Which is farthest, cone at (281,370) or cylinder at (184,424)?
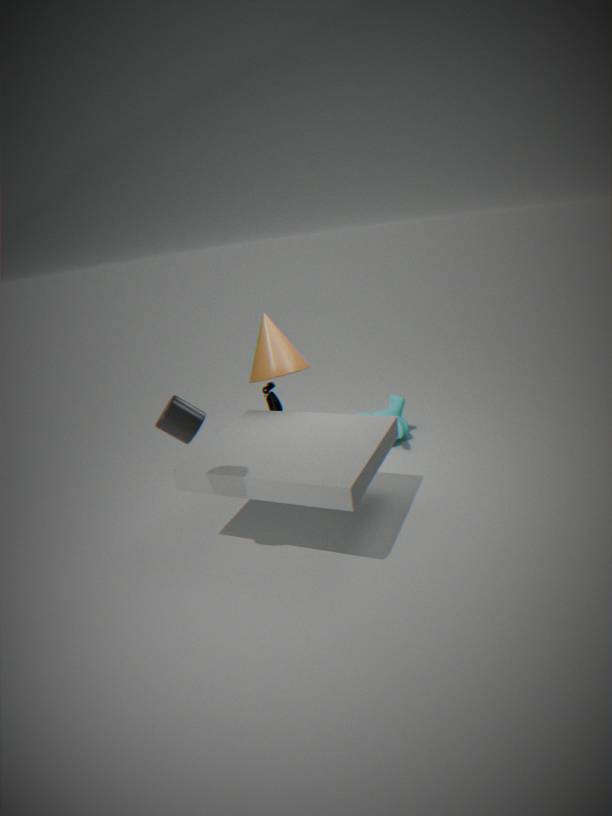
cone at (281,370)
